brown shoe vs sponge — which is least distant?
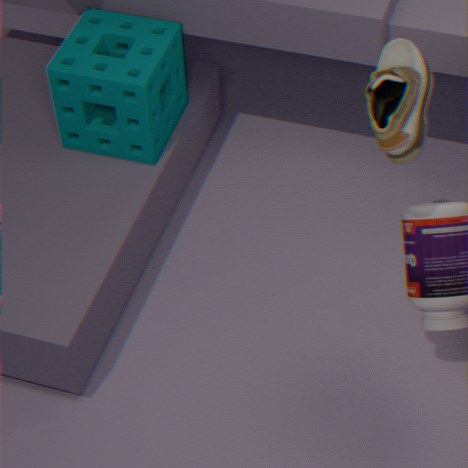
brown shoe
